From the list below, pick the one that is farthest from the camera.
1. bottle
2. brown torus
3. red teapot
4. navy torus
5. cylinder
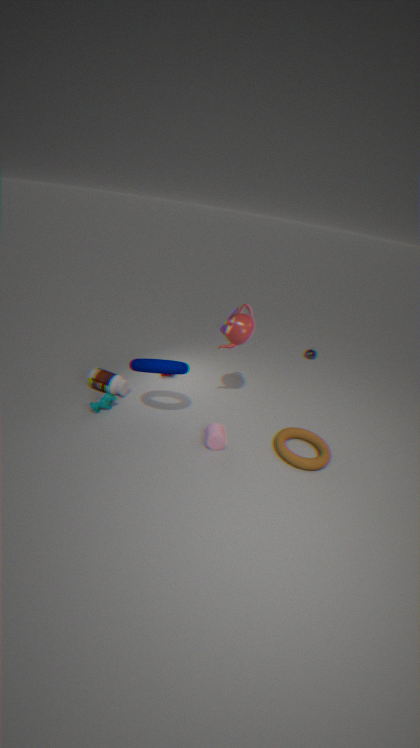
bottle
